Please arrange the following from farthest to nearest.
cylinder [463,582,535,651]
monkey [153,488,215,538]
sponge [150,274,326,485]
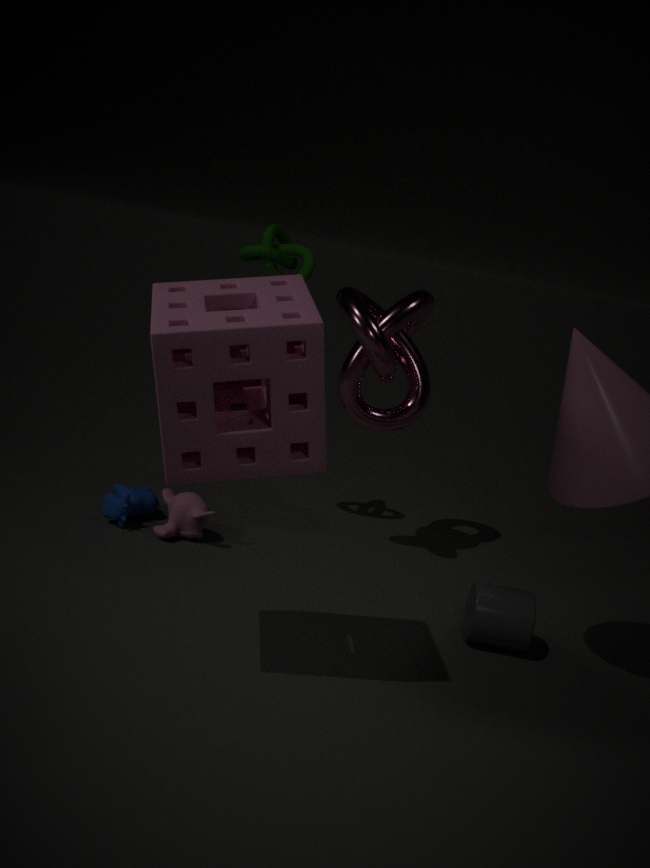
monkey [153,488,215,538] → cylinder [463,582,535,651] → sponge [150,274,326,485]
